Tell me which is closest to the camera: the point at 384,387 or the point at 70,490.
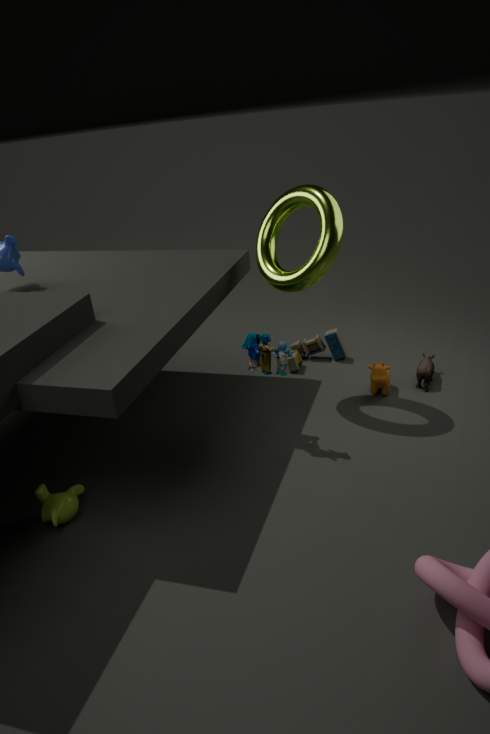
the point at 70,490
